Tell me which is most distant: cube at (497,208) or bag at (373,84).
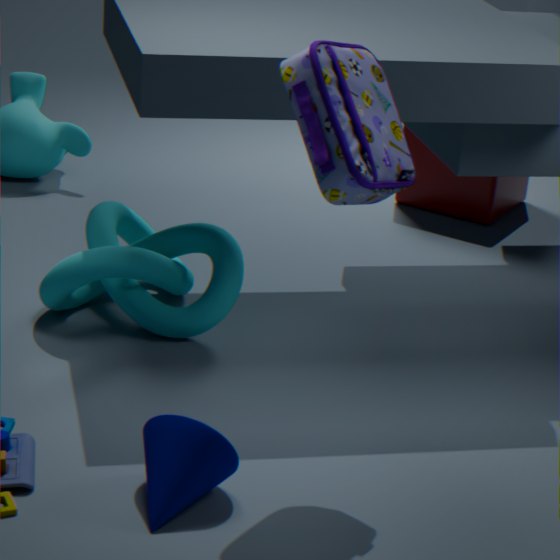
cube at (497,208)
